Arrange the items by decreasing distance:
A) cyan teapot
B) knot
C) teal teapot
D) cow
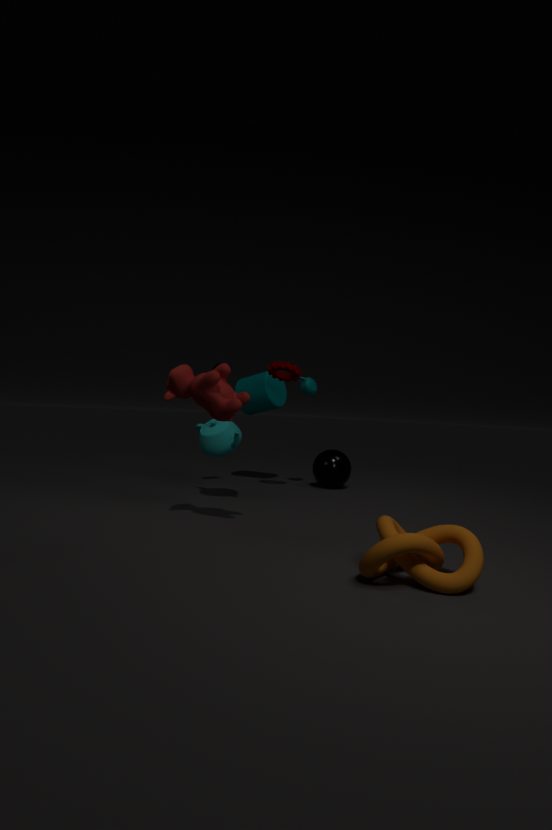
teal teapot → cyan teapot → cow → knot
